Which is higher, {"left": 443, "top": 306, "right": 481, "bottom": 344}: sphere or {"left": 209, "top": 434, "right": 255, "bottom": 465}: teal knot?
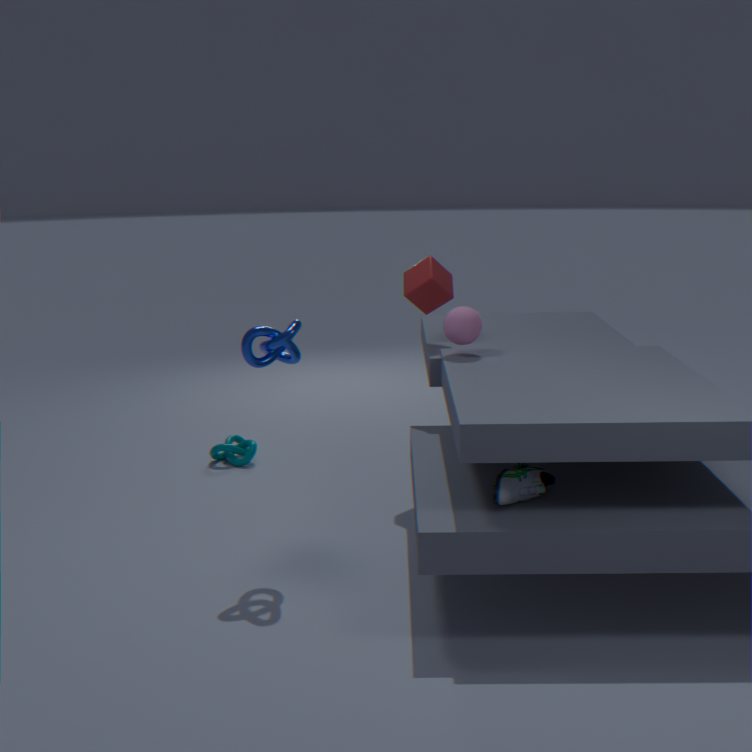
{"left": 443, "top": 306, "right": 481, "bottom": 344}: sphere
